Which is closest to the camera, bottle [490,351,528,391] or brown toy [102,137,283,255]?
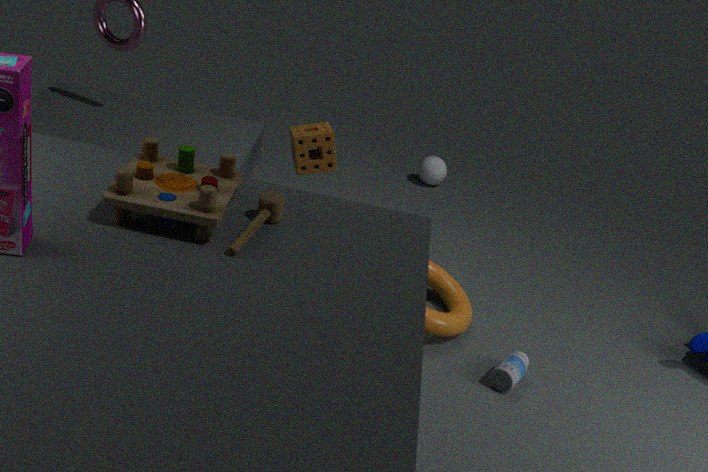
brown toy [102,137,283,255]
